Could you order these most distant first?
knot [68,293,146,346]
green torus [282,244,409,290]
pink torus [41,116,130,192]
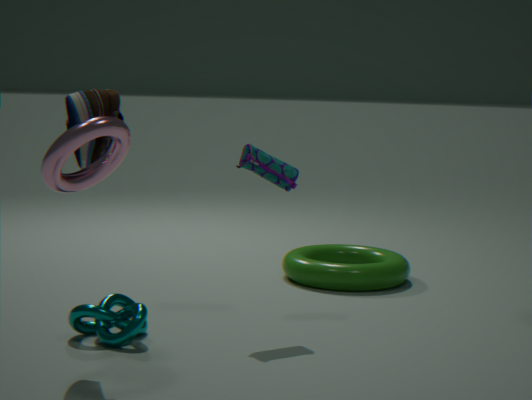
green torus [282,244,409,290]
knot [68,293,146,346]
pink torus [41,116,130,192]
